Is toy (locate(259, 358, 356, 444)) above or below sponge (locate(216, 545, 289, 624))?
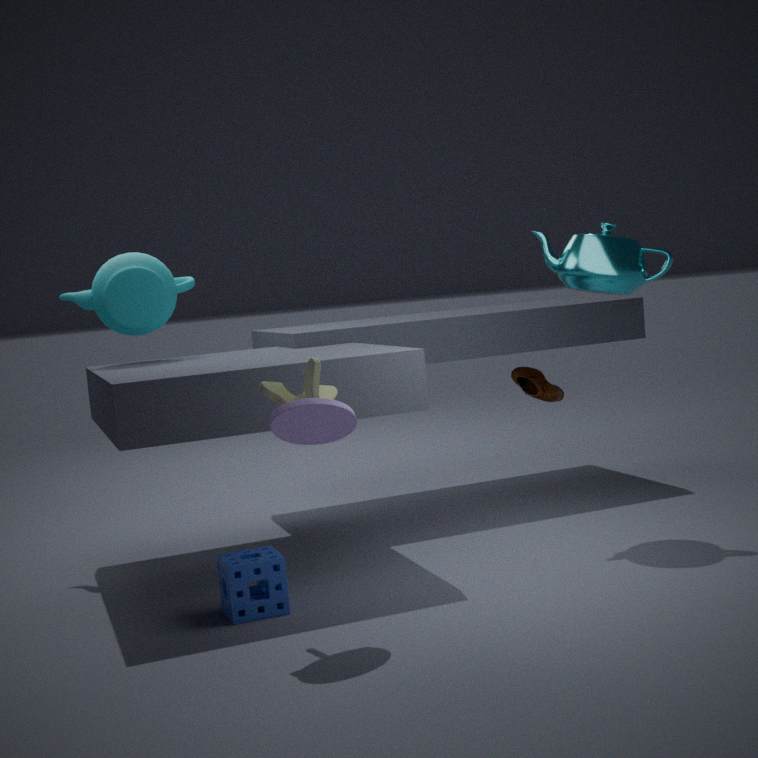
above
